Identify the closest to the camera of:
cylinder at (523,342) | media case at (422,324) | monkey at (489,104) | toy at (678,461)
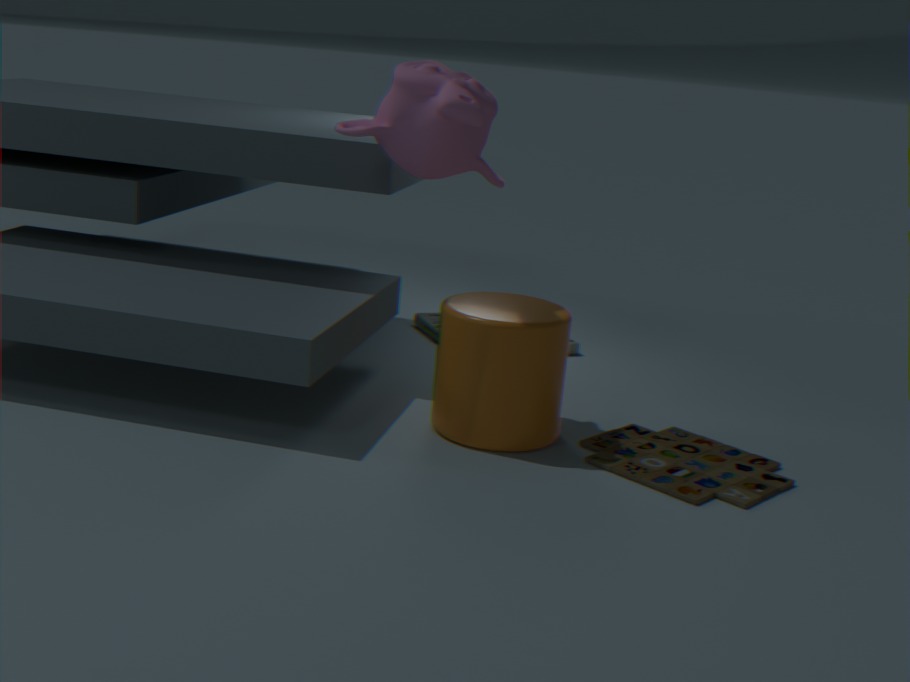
toy at (678,461)
